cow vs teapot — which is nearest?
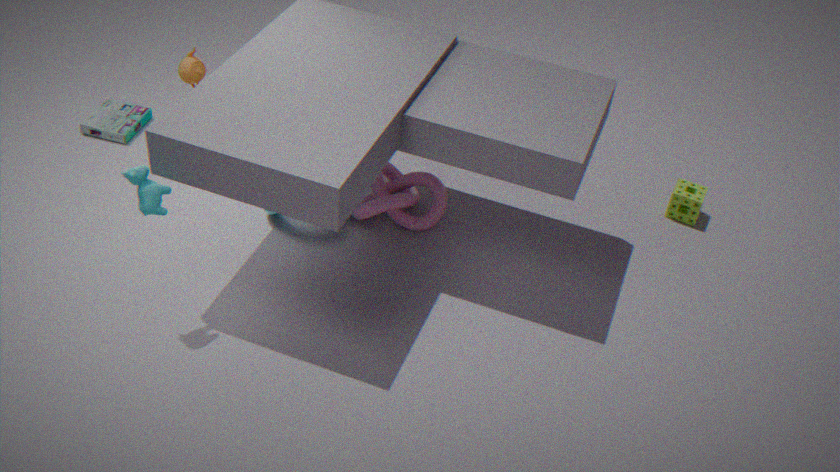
cow
